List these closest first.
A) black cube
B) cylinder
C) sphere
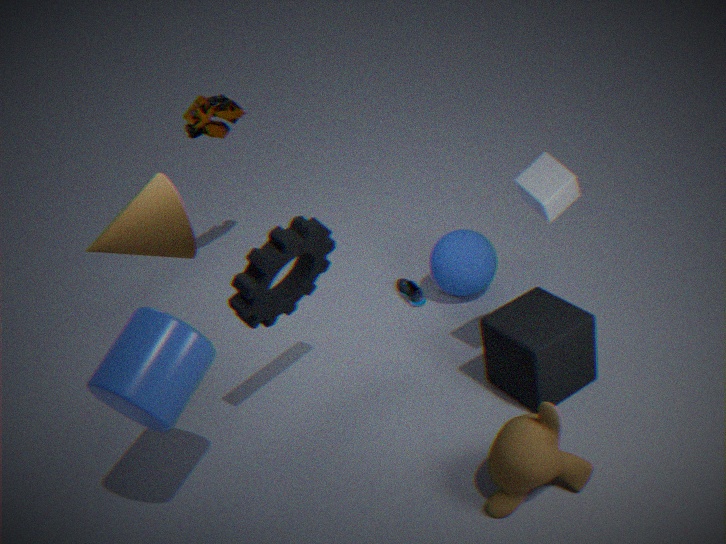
cylinder, black cube, sphere
